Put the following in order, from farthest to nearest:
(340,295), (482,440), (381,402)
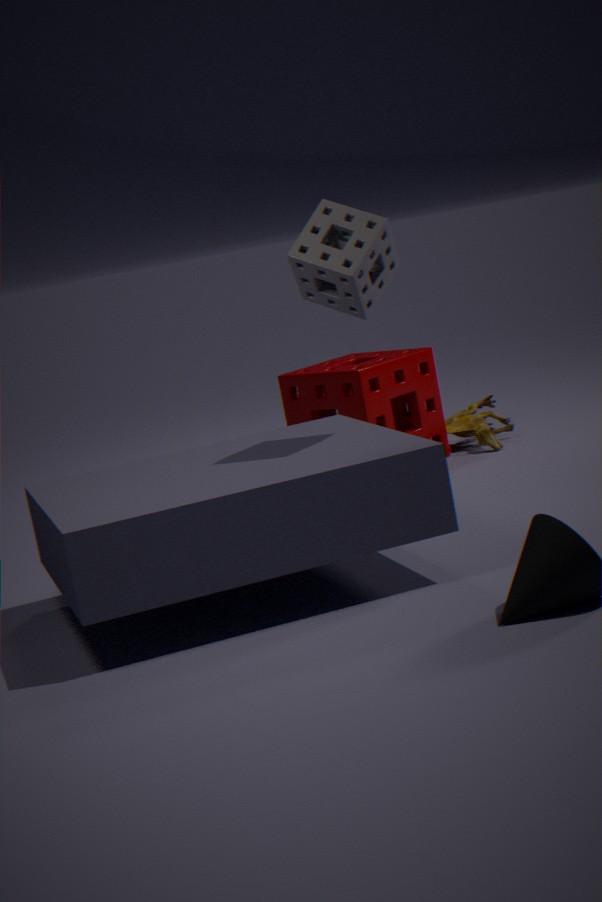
(482,440) < (381,402) < (340,295)
